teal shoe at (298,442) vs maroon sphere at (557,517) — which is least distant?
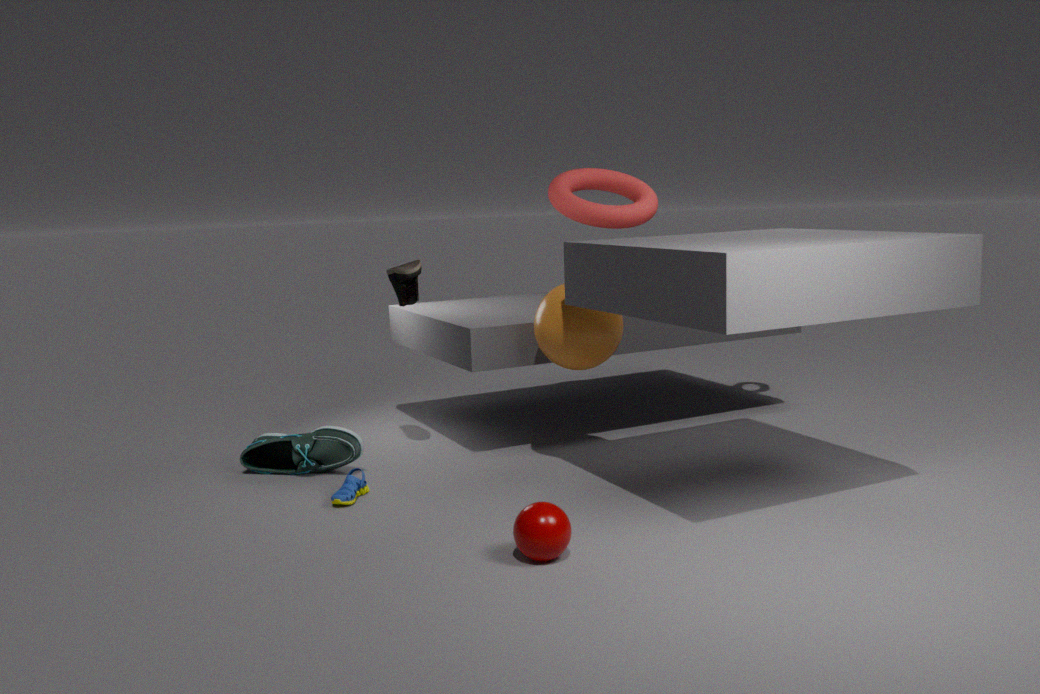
maroon sphere at (557,517)
